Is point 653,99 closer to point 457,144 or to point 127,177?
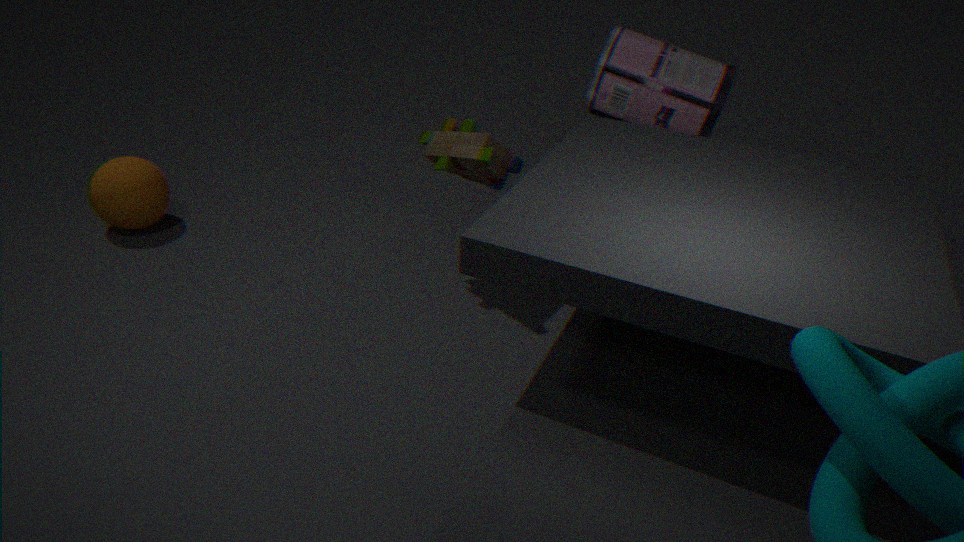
point 457,144
